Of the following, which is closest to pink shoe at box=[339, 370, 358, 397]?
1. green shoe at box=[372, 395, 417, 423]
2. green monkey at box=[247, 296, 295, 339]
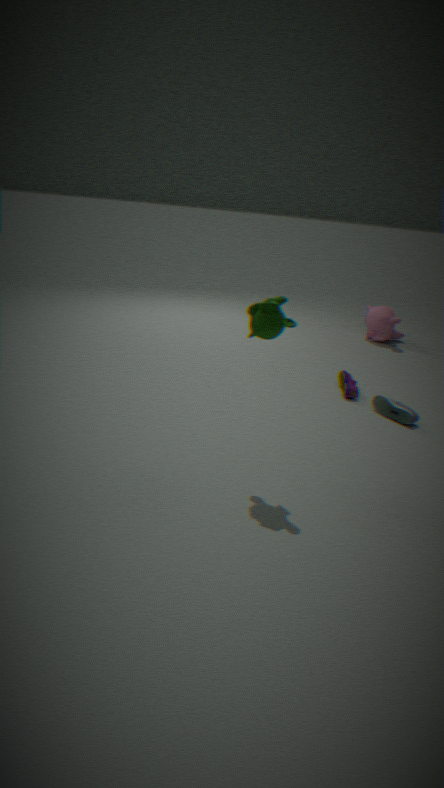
green shoe at box=[372, 395, 417, 423]
